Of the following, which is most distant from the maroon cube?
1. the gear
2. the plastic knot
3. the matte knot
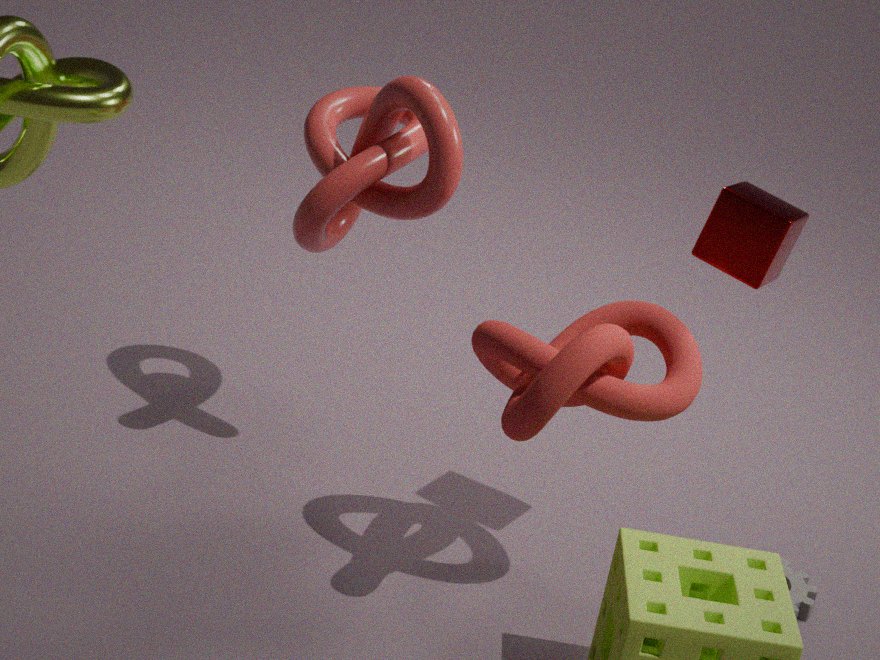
the gear
